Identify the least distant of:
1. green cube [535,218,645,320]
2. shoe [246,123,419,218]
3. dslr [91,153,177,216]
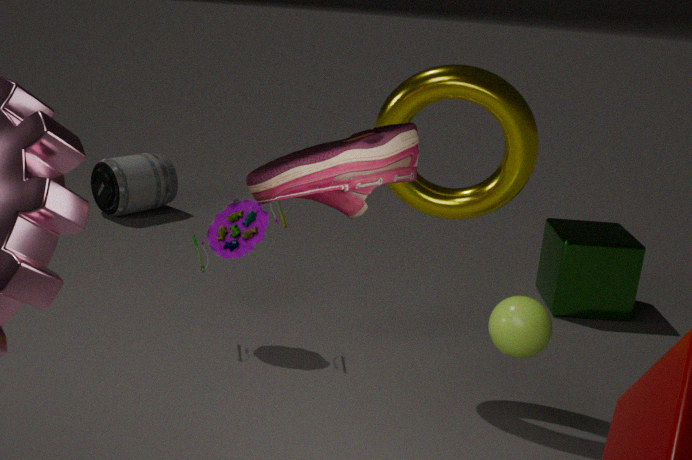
shoe [246,123,419,218]
